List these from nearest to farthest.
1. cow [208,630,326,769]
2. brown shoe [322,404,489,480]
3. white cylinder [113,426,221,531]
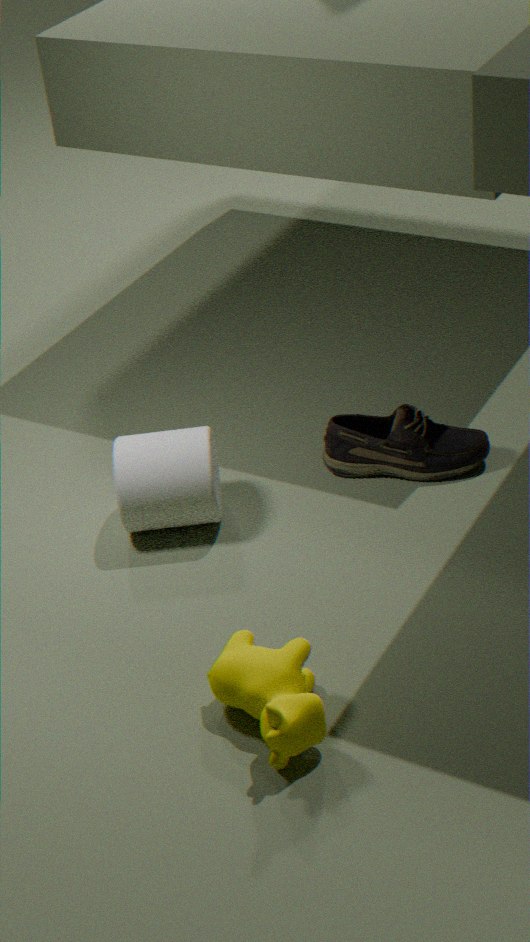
1. cow [208,630,326,769]
2. white cylinder [113,426,221,531]
3. brown shoe [322,404,489,480]
